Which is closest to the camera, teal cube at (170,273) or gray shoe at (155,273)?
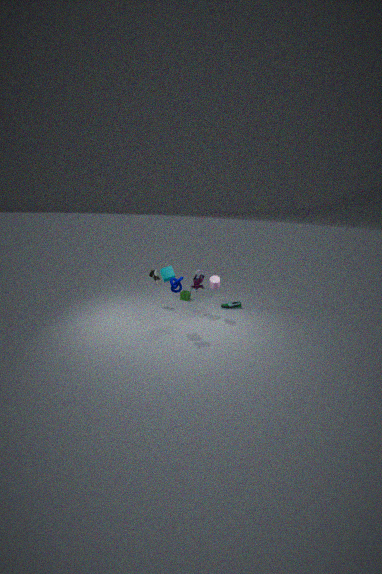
teal cube at (170,273)
